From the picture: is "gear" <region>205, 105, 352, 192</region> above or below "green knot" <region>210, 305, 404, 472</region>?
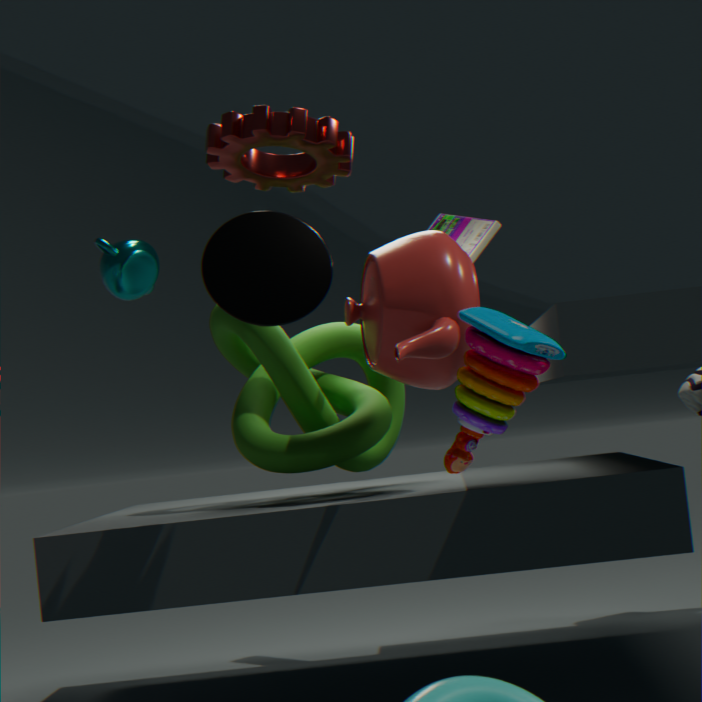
above
